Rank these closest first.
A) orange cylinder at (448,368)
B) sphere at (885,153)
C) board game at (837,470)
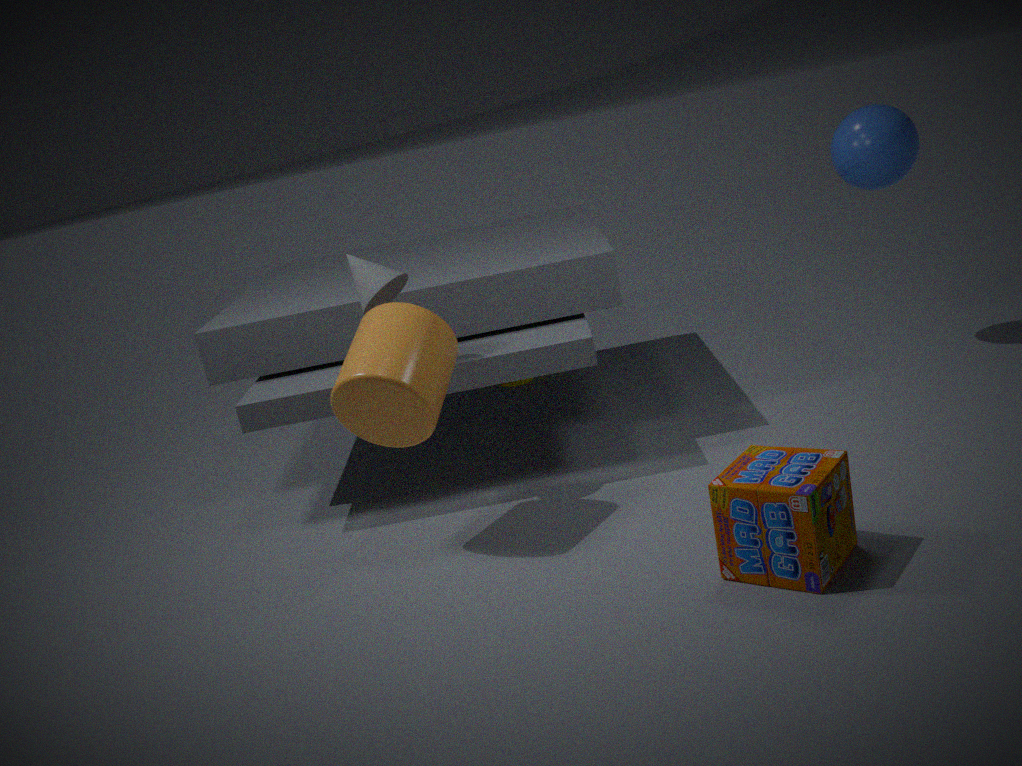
board game at (837,470) → orange cylinder at (448,368) → sphere at (885,153)
